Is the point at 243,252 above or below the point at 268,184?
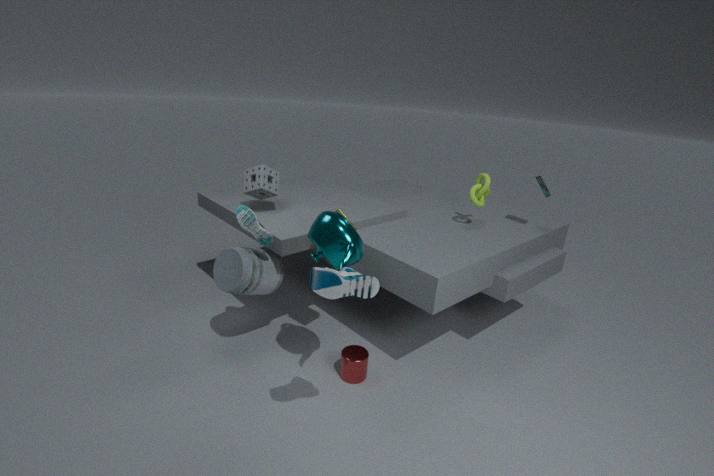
below
